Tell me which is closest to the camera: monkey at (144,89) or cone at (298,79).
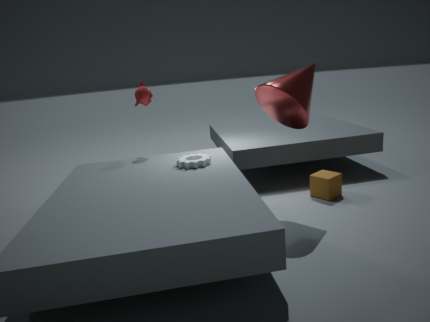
cone at (298,79)
